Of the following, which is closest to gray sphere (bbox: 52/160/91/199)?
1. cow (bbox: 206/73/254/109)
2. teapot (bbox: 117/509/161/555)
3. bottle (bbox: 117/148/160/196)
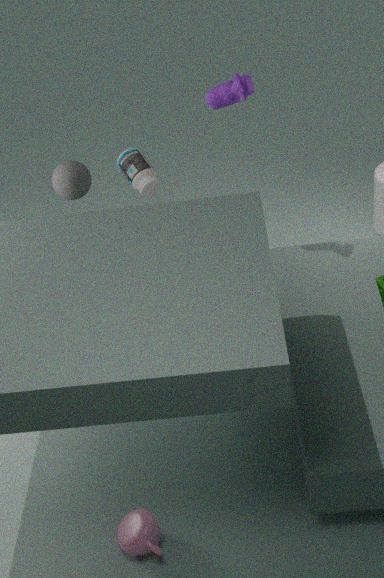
bottle (bbox: 117/148/160/196)
